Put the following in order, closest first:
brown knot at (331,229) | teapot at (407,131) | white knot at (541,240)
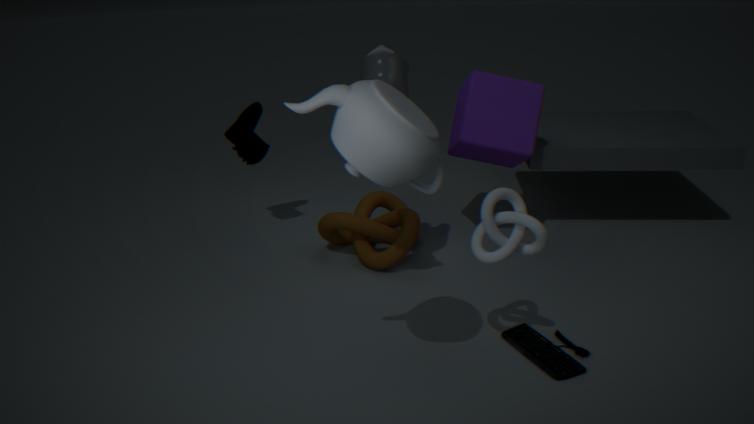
teapot at (407,131), white knot at (541,240), brown knot at (331,229)
